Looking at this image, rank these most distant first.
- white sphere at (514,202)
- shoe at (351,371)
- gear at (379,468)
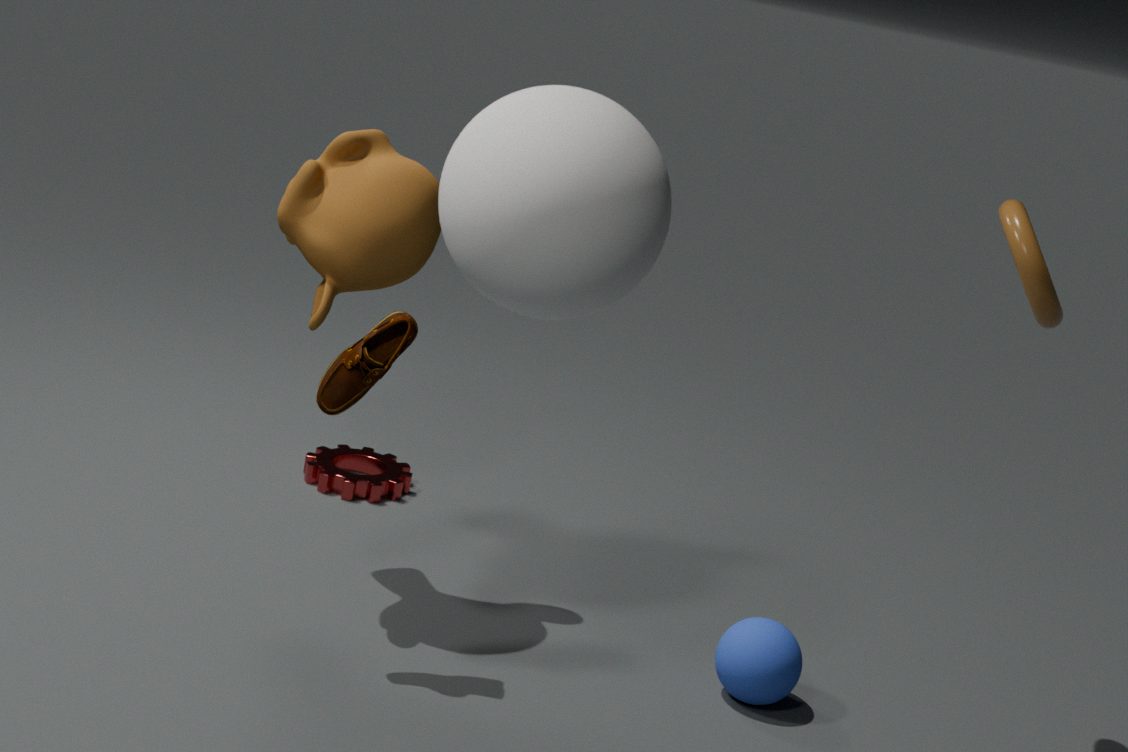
gear at (379,468) < shoe at (351,371) < white sphere at (514,202)
